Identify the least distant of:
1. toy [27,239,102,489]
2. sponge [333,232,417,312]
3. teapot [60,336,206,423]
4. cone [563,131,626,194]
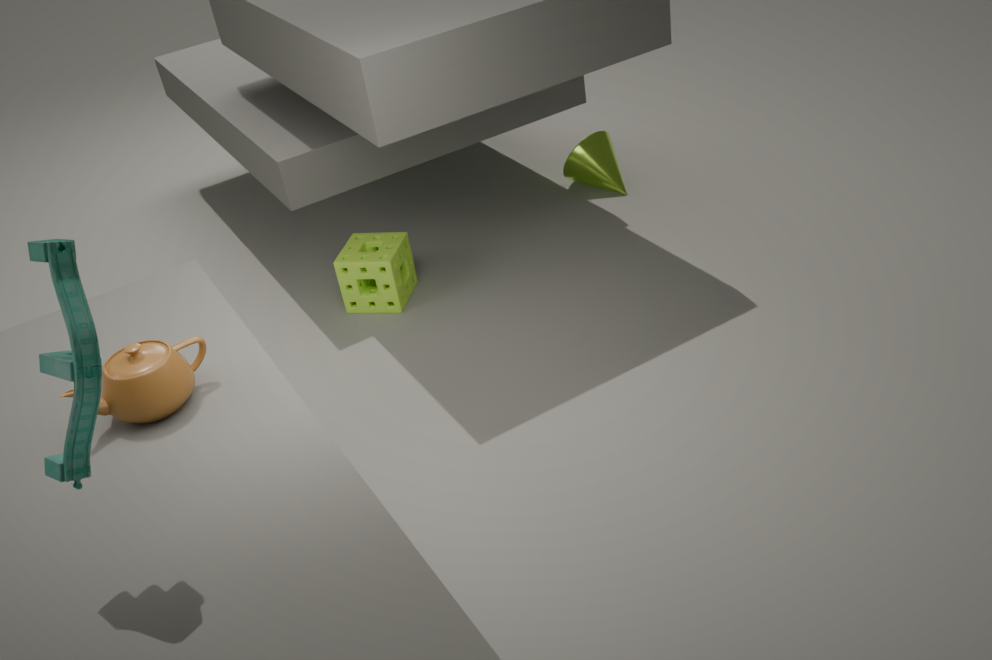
toy [27,239,102,489]
